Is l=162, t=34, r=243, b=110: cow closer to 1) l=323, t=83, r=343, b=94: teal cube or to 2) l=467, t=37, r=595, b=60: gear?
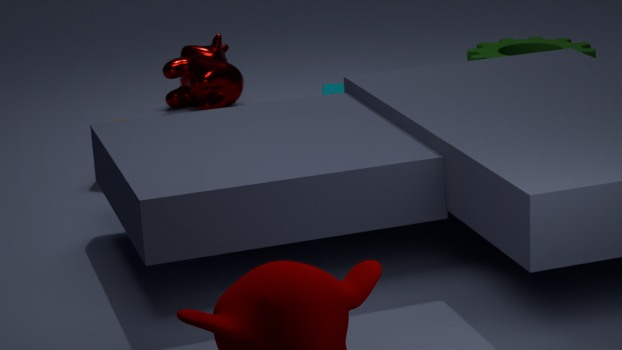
1) l=323, t=83, r=343, b=94: teal cube
